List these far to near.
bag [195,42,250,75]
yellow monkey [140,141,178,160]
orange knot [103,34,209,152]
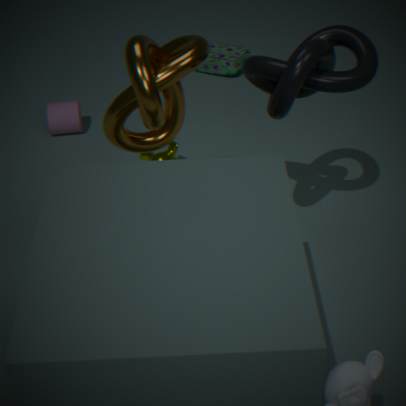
bag [195,42,250,75] < yellow monkey [140,141,178,160] < orange knot [103,34,209,152]
